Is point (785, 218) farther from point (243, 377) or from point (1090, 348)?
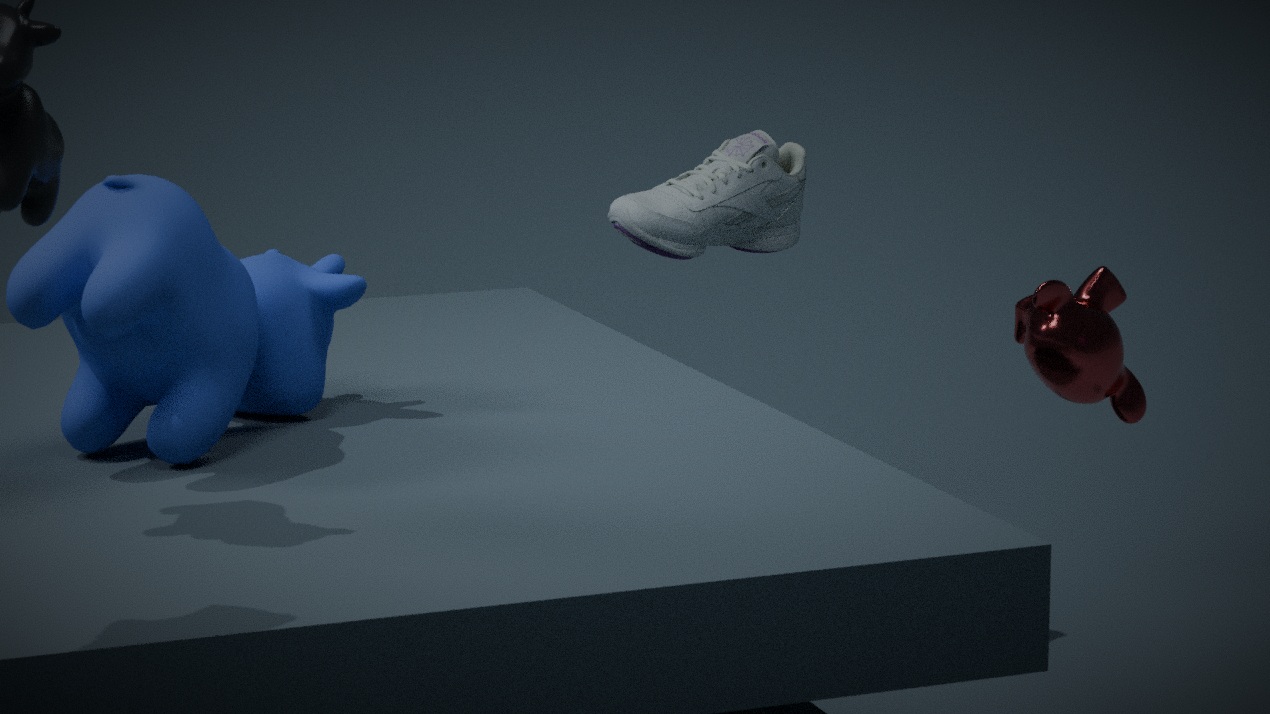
point (243, 377)
